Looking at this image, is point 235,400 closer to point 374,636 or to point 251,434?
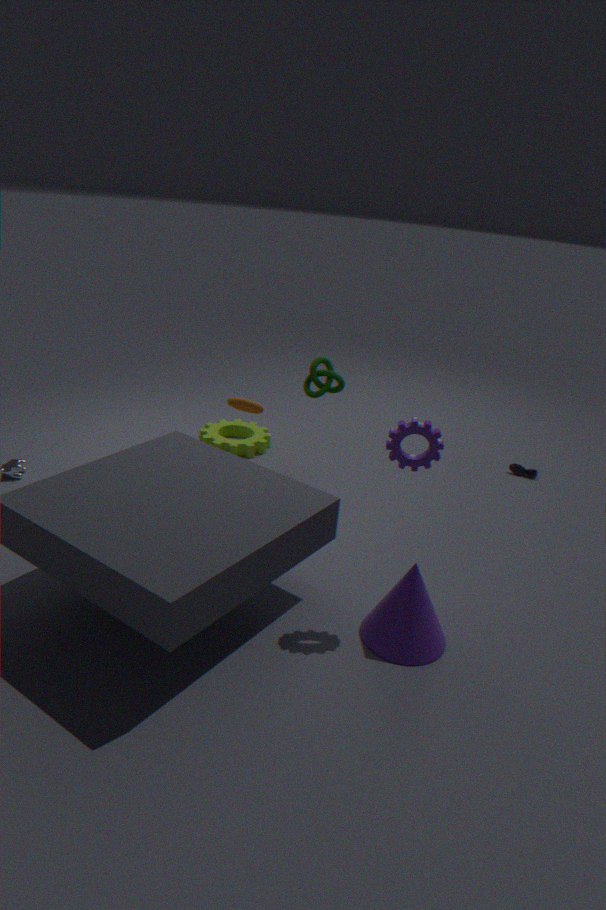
→ point 251,434
